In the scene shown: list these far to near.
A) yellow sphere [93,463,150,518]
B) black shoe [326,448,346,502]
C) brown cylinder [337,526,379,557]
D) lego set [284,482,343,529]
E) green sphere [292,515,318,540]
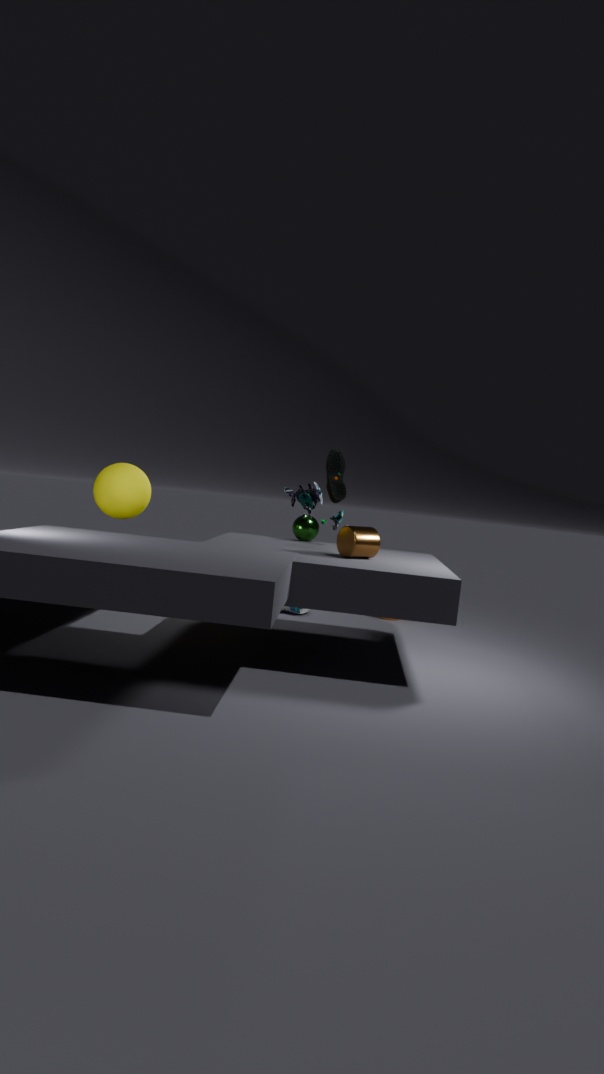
black shoe [326,448,346,502]
green sphere [292,515,318,540]
lego set [284,482,343,529]
yellow sphere [93,463,150,518]
brown cylinder [337,526,379,557]
